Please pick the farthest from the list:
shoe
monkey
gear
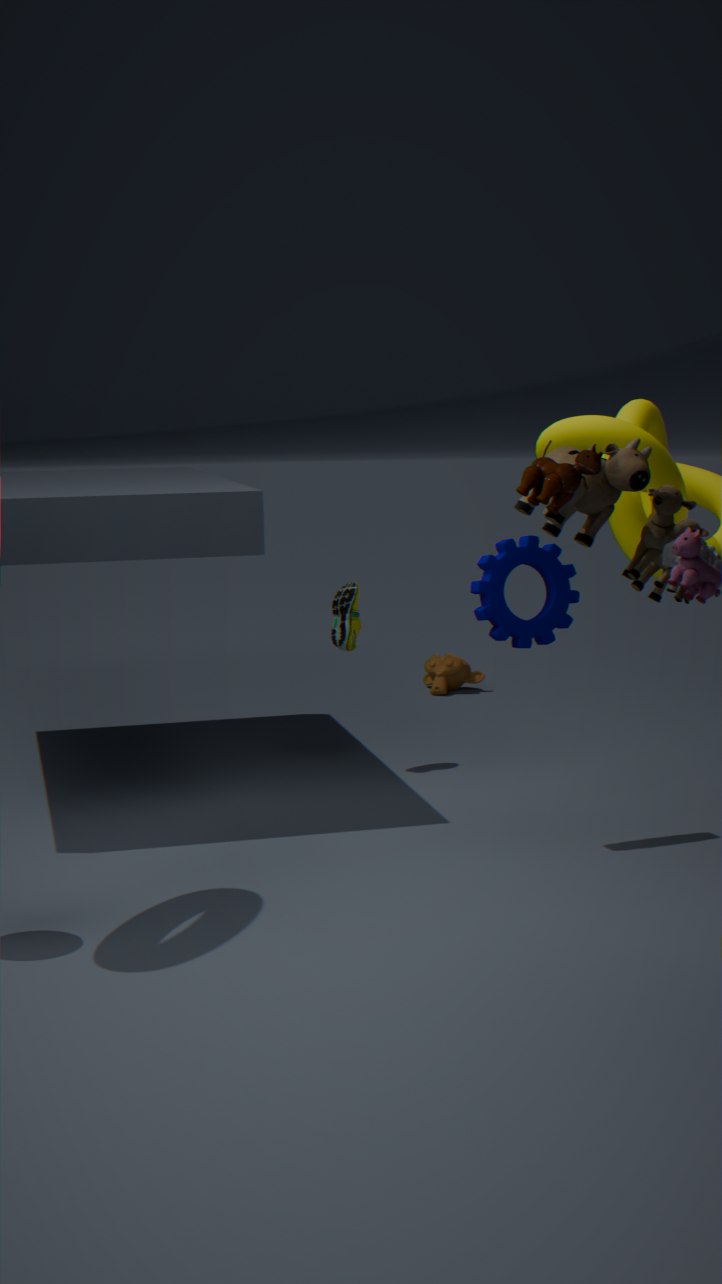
Answer: monkey
